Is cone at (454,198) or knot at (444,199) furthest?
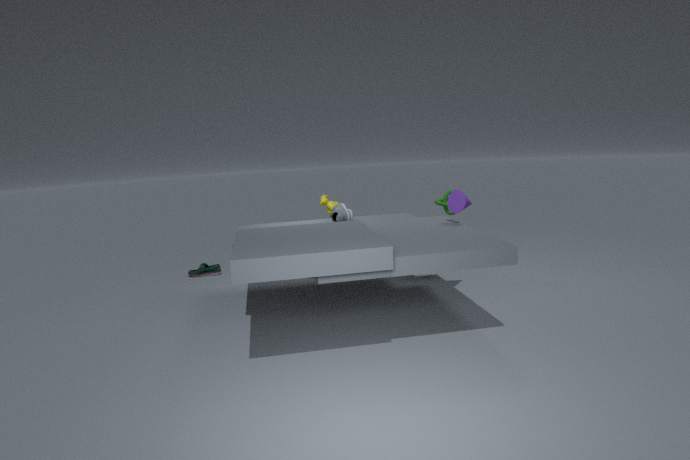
knot at (444,199)
